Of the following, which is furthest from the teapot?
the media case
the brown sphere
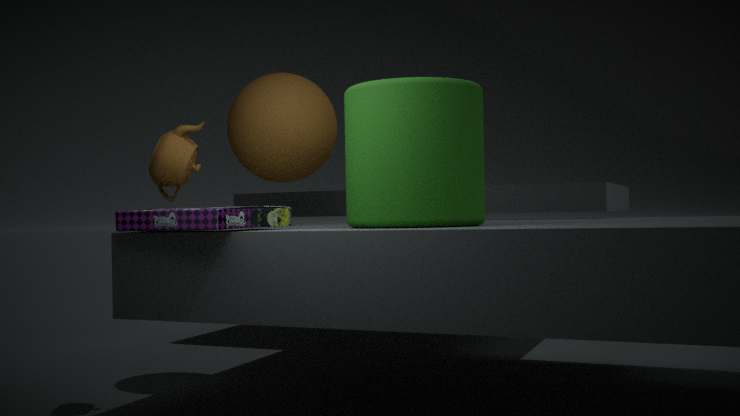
the brown sphere
